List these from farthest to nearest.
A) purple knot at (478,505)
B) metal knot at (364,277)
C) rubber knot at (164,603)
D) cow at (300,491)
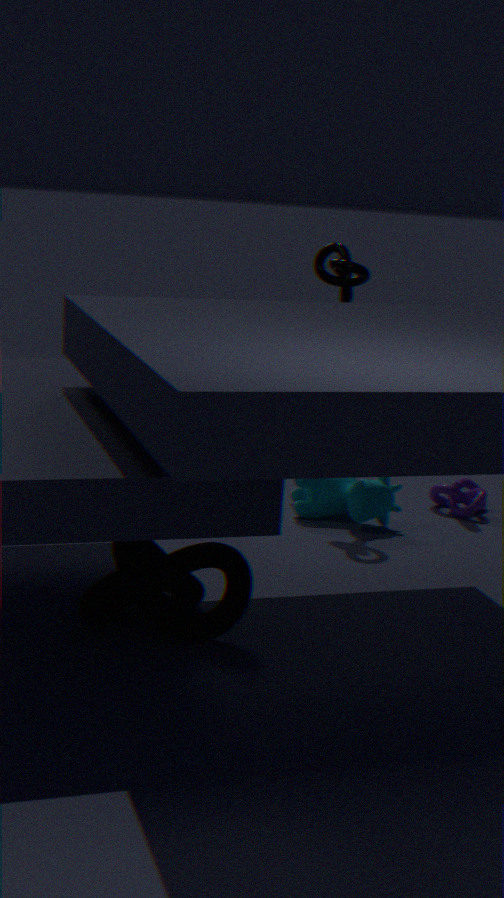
1. purple knot at (478,505)
2. cow at (300,491)
3. metal knot at (364,277)
4. rubber knot at (164,603)
